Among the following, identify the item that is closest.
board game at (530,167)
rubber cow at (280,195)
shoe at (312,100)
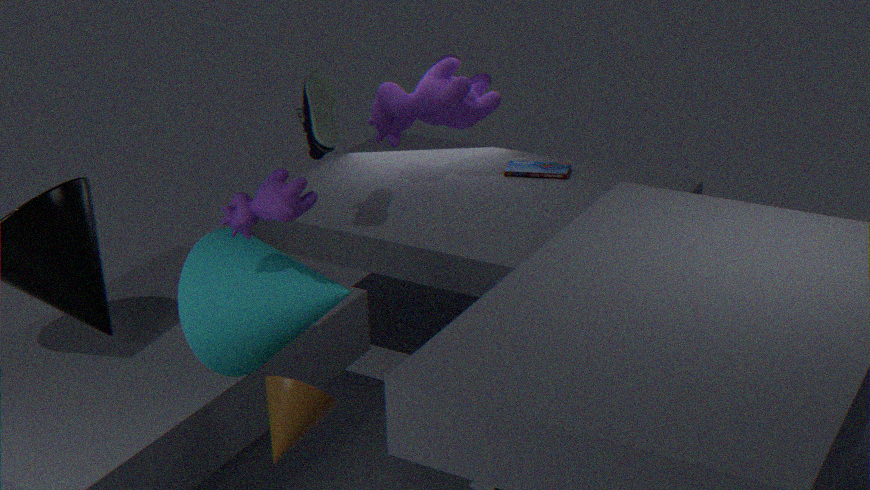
rubber cow at (280,195)
